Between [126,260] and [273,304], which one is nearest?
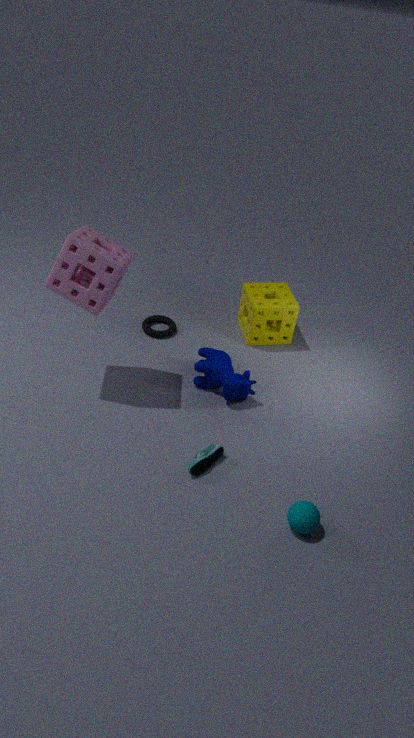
[126,260]
